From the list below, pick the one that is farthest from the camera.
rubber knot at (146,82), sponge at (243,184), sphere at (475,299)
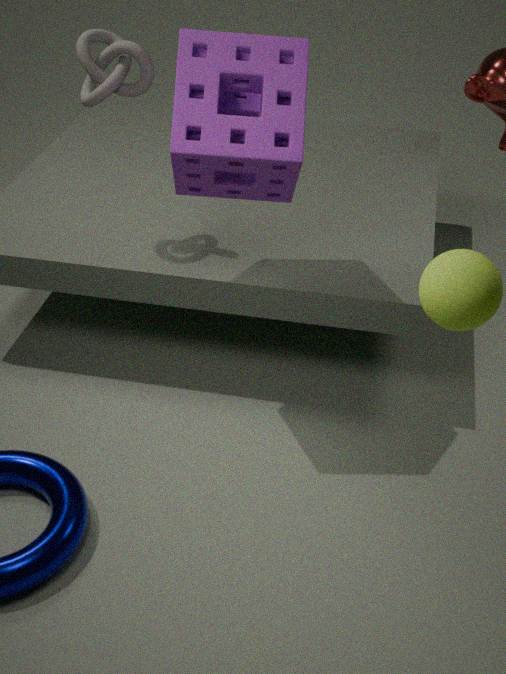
rubber knot at (146,82)
